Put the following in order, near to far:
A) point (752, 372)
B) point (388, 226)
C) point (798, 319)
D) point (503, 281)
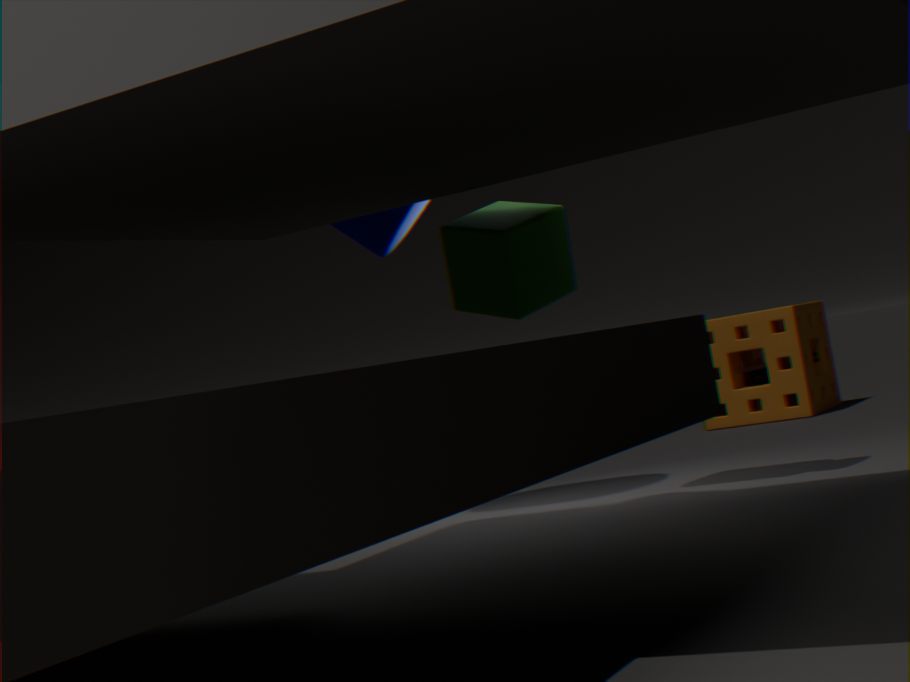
point (503, 281), point (388, 226), point (798, 319), point (752, 372)
